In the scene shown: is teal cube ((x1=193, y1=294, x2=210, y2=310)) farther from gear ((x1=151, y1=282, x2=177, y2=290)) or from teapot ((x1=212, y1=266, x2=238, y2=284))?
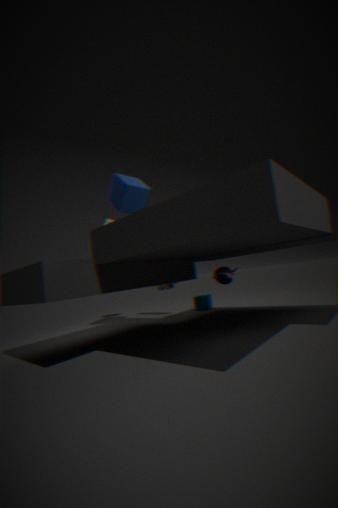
teapot ((x1=212, y1=266, x2=238, y2=284))
